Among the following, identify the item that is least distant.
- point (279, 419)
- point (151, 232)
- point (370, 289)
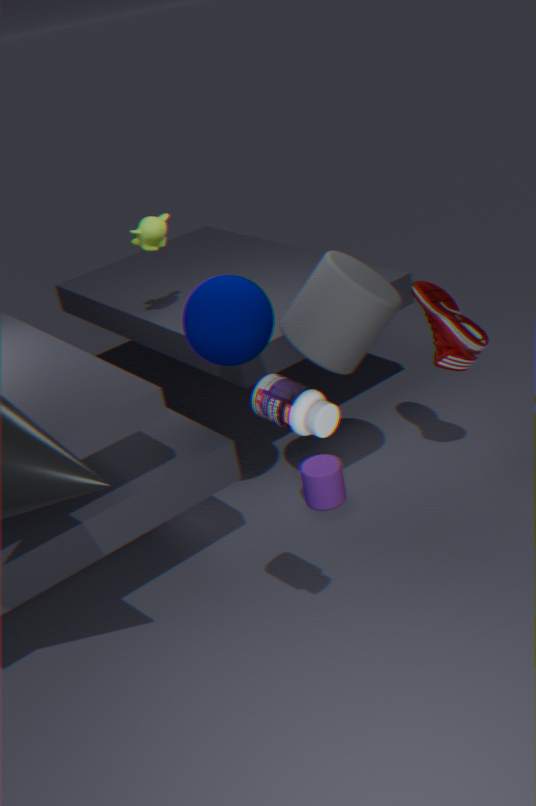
point (279, 419)
